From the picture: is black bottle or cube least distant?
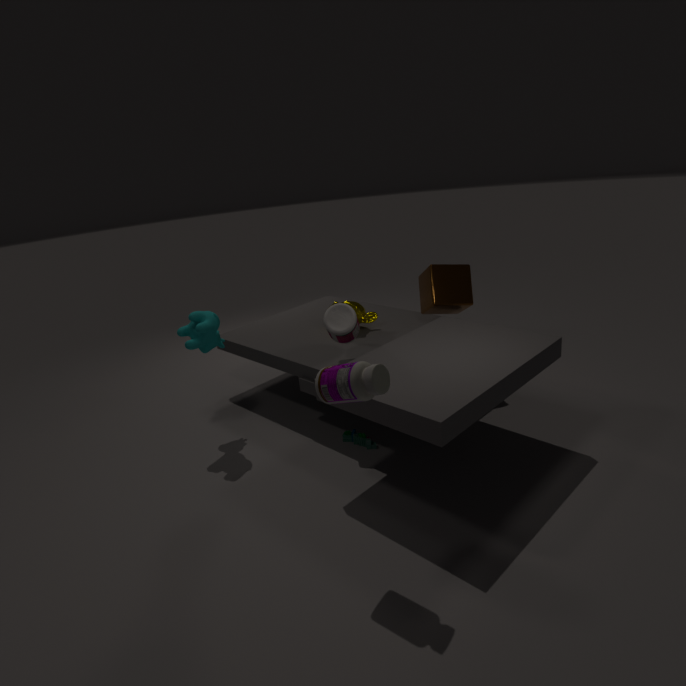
black bottle
